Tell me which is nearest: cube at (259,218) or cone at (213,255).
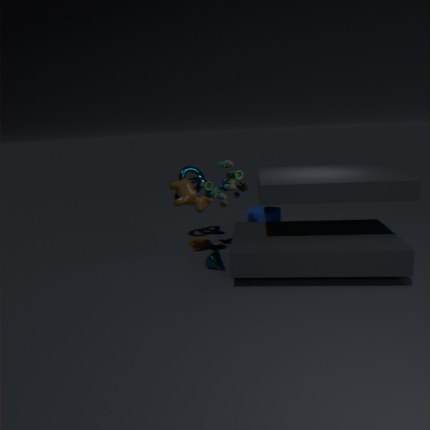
cone at (213,255)
